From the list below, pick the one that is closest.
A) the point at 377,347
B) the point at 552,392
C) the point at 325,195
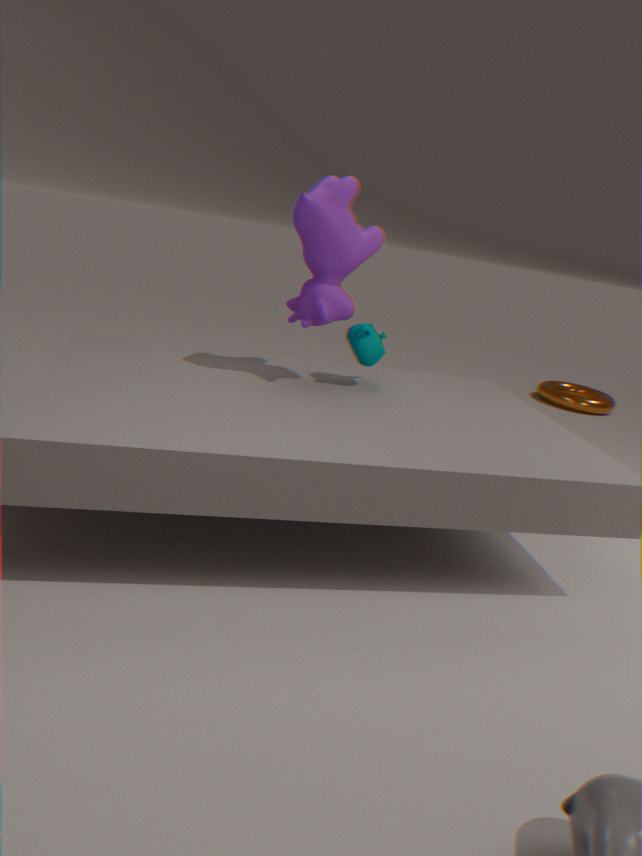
the point at 325,195
